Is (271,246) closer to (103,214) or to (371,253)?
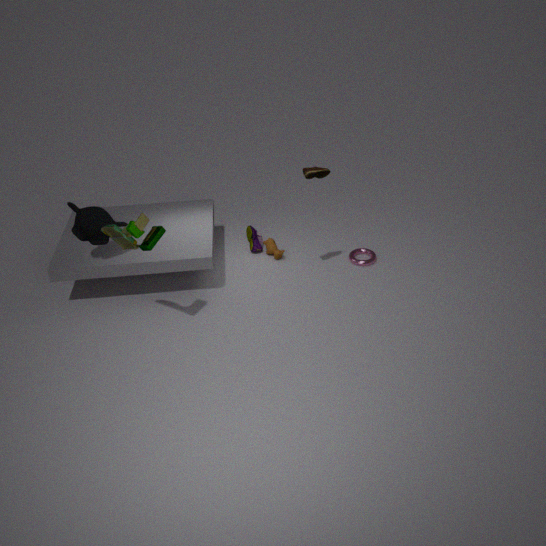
(371,253)
